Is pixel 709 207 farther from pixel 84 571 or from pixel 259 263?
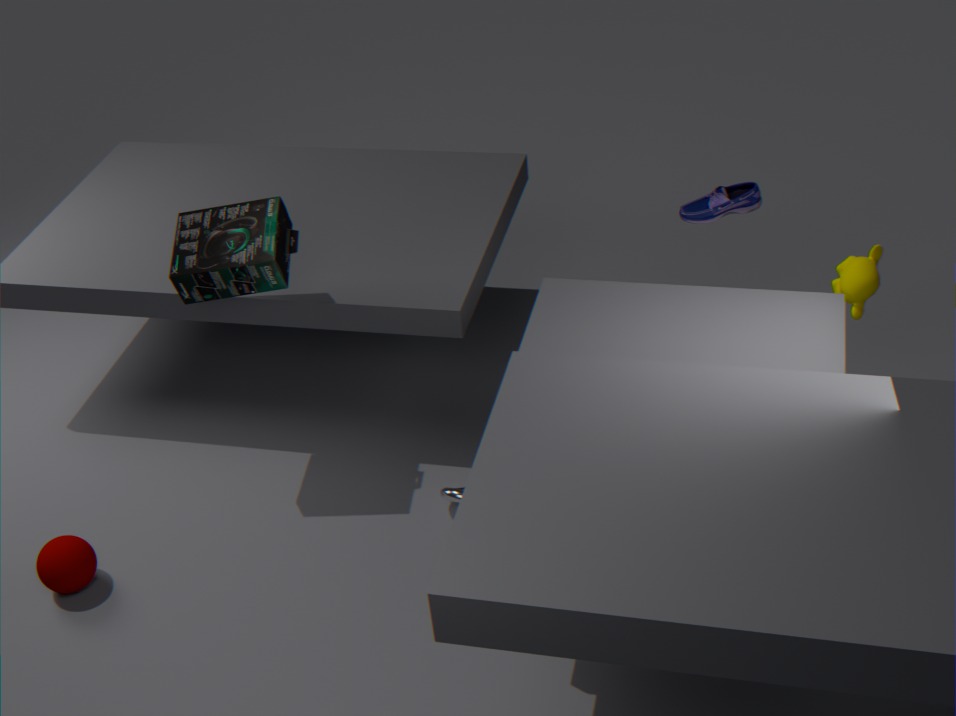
pixel 84 571
